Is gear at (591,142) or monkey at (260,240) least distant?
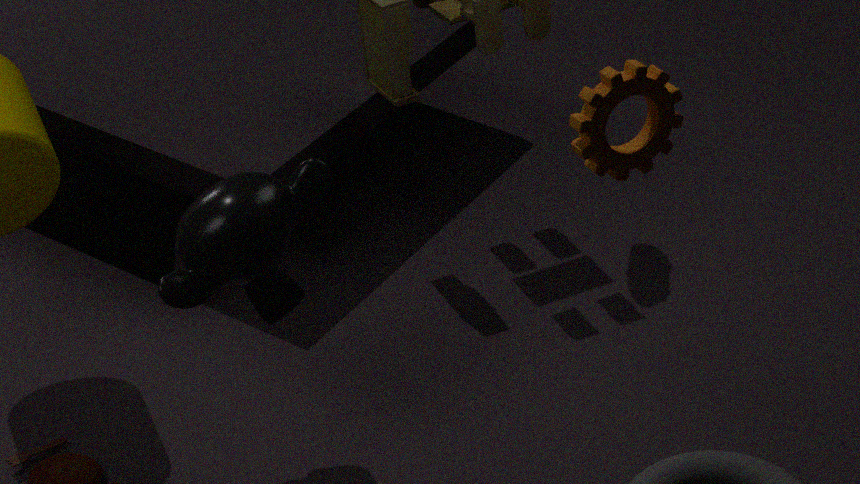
gear at (591,142)
